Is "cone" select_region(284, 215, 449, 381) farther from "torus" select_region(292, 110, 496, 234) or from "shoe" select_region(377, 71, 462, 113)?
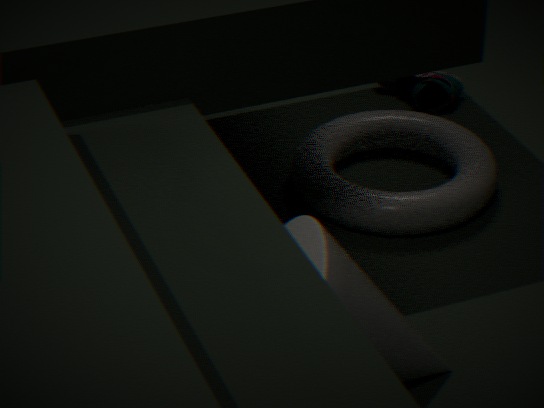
"shoe" select_region(377, 71, 462, 113)
